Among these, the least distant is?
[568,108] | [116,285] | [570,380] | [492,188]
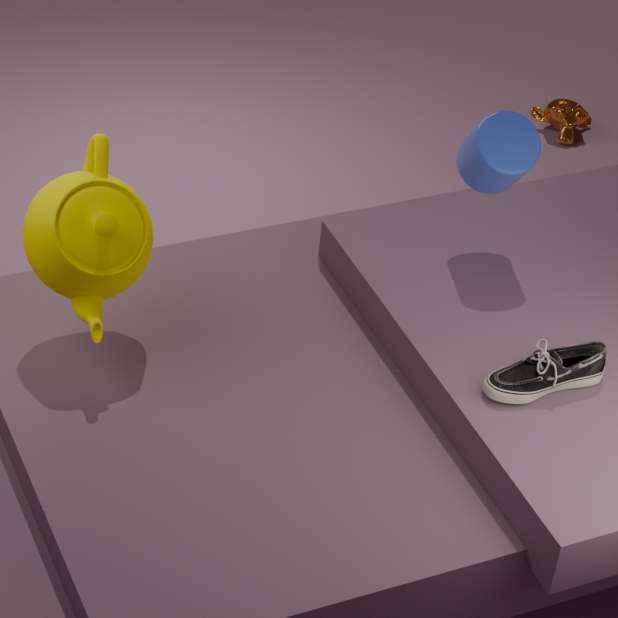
[570,380]
